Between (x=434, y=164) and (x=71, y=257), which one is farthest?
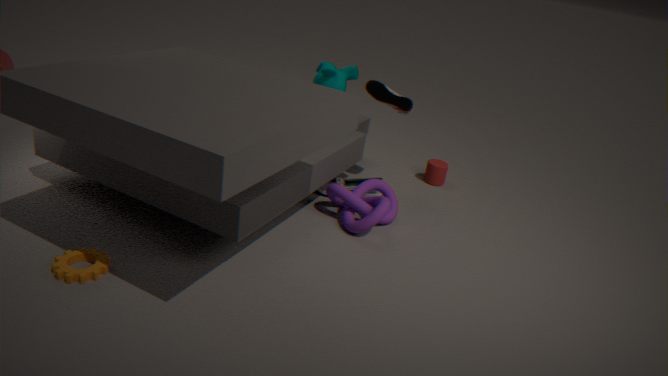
(x=434, y=164)
